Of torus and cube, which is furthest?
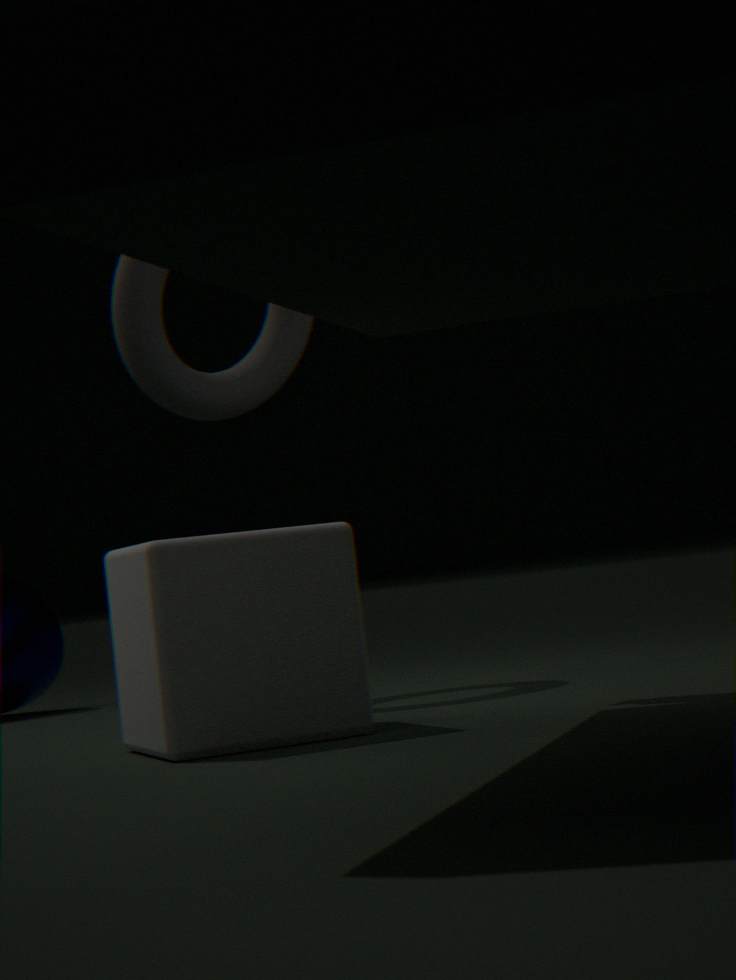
torus
